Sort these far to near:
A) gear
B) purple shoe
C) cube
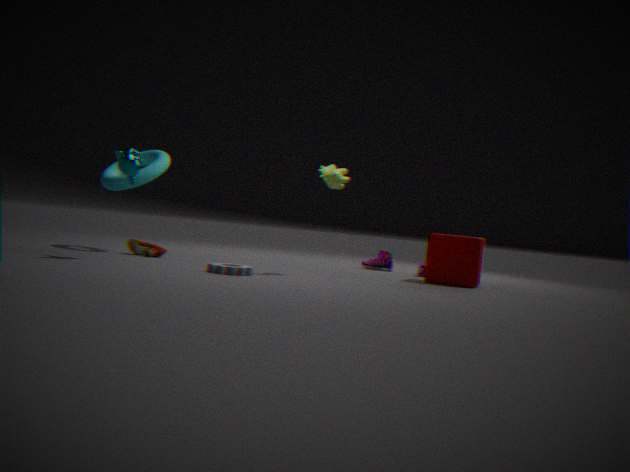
purple shoe
cube
gear
